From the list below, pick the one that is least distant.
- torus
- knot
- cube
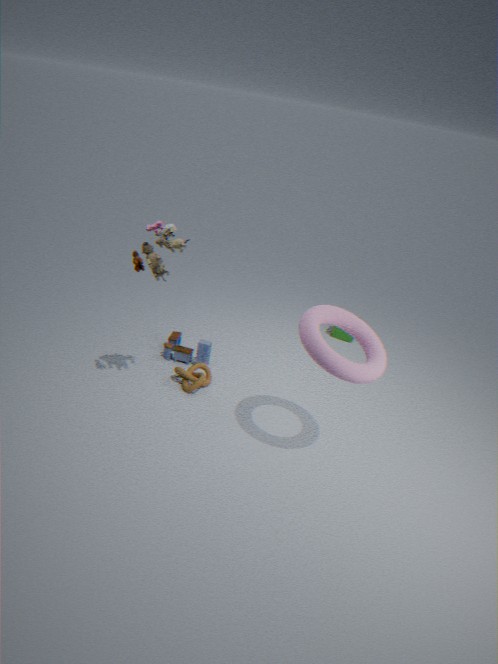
torus
